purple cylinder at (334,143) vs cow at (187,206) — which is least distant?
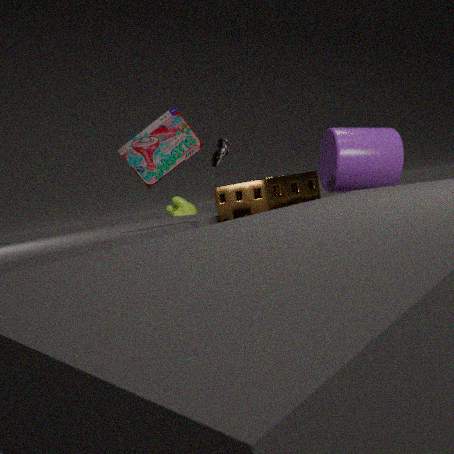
purple cylinder at (334,143)
